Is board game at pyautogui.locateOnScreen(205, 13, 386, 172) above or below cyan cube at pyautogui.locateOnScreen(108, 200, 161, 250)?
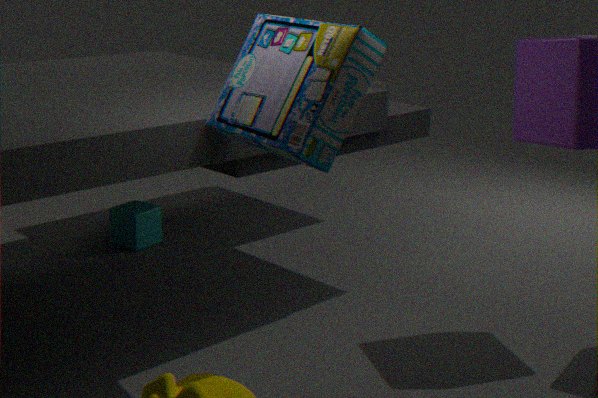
above
